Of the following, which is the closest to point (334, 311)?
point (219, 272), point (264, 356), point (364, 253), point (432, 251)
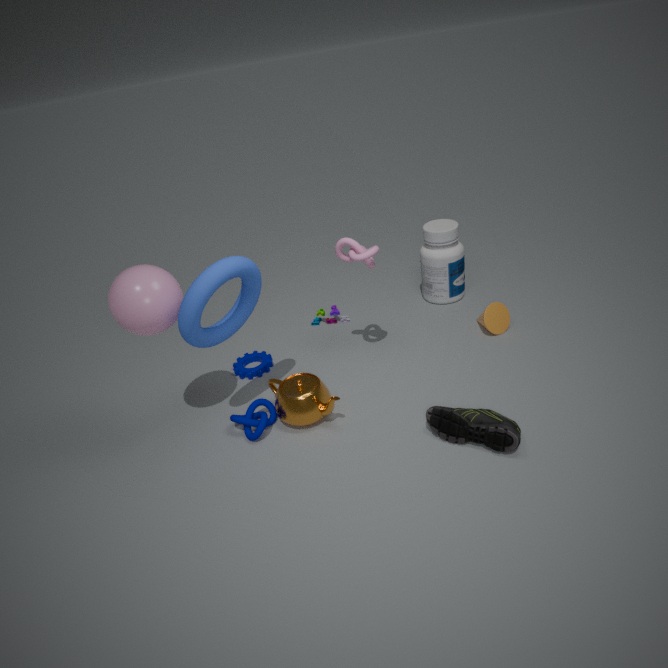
point (264, 356)
